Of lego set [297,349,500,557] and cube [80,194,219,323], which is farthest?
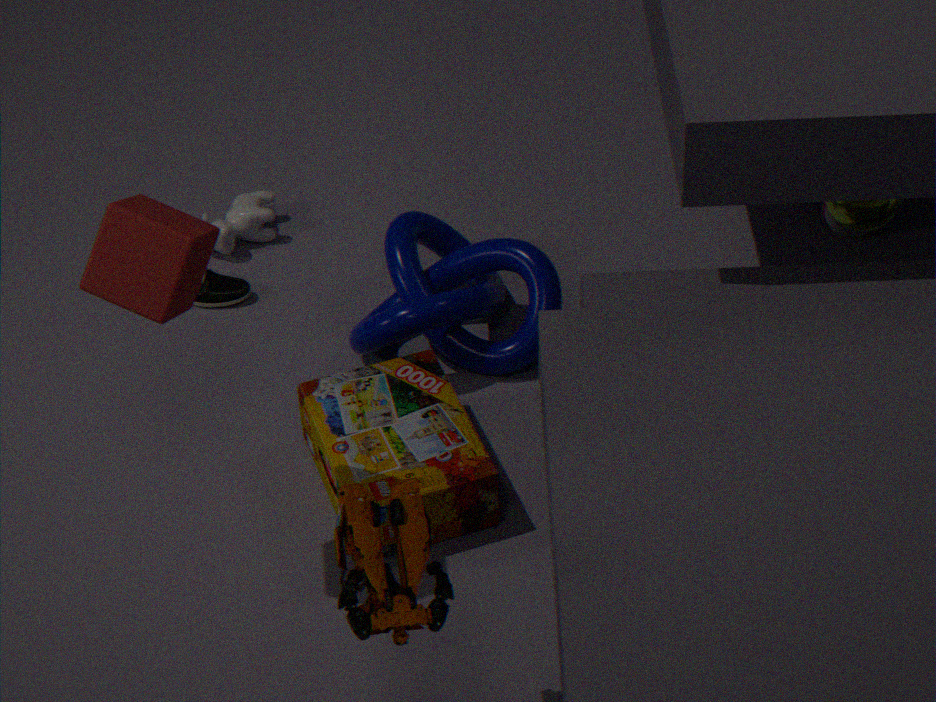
lego set [297,349,500,557]
